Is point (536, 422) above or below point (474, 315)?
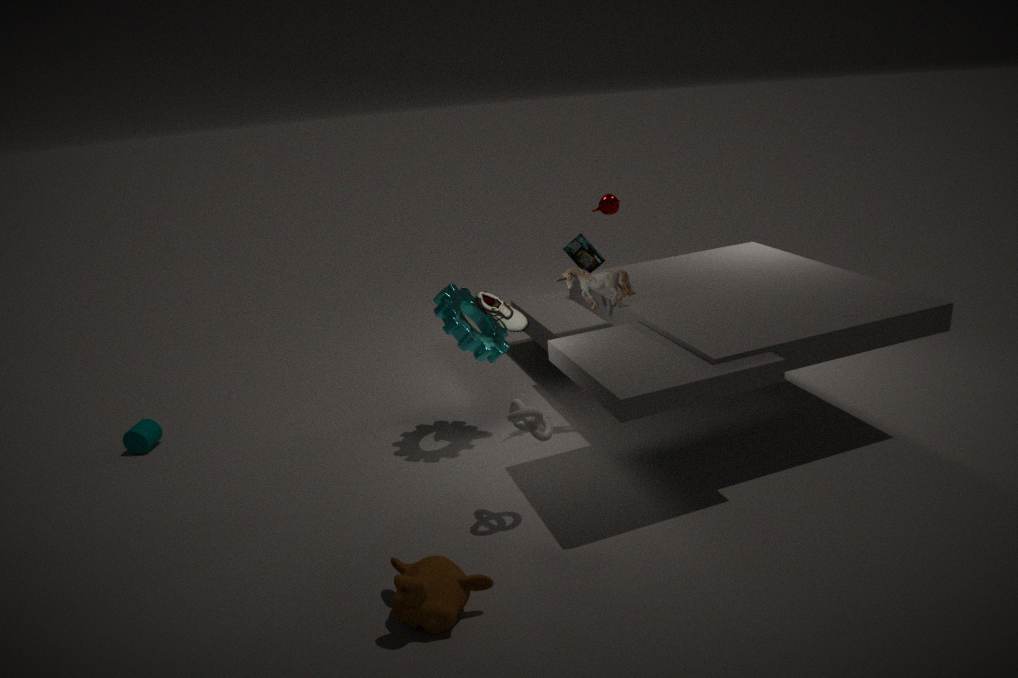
below
